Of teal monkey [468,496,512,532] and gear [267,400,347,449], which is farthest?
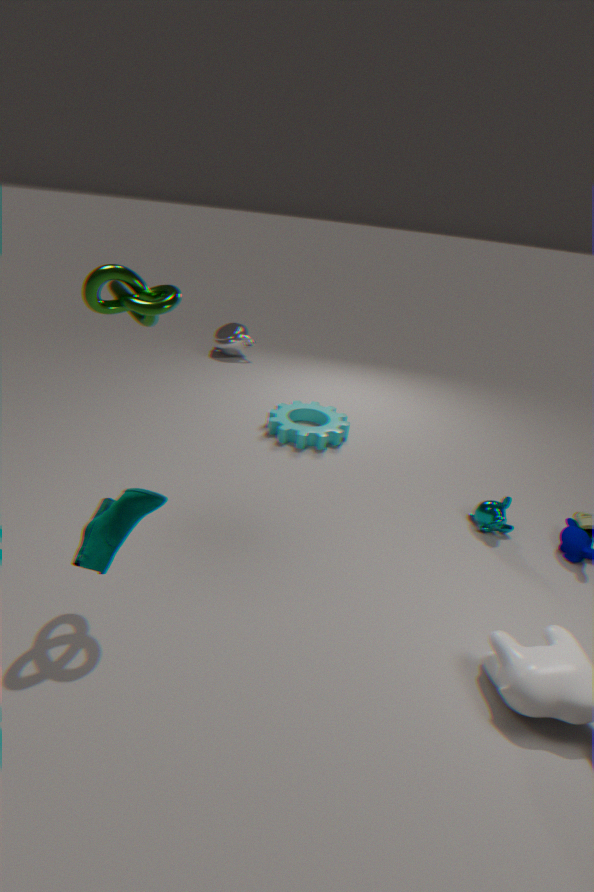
gear [267,400,347,449]
